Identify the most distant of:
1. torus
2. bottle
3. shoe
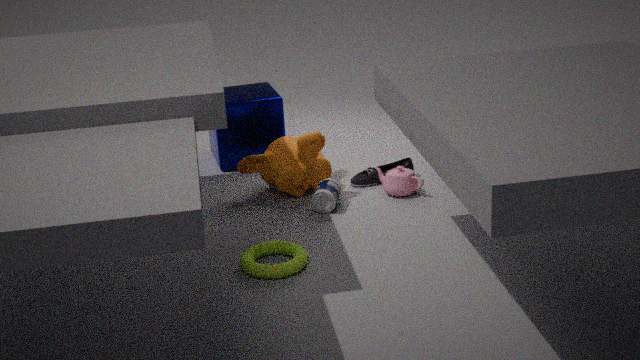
shoe
